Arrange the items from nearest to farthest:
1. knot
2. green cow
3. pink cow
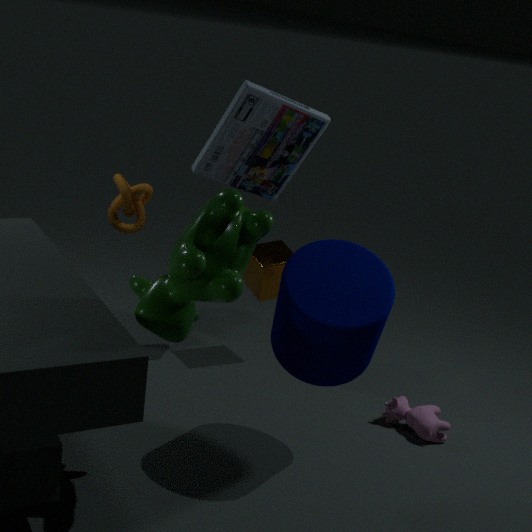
1. green cow
2. pink cow
3. knot
